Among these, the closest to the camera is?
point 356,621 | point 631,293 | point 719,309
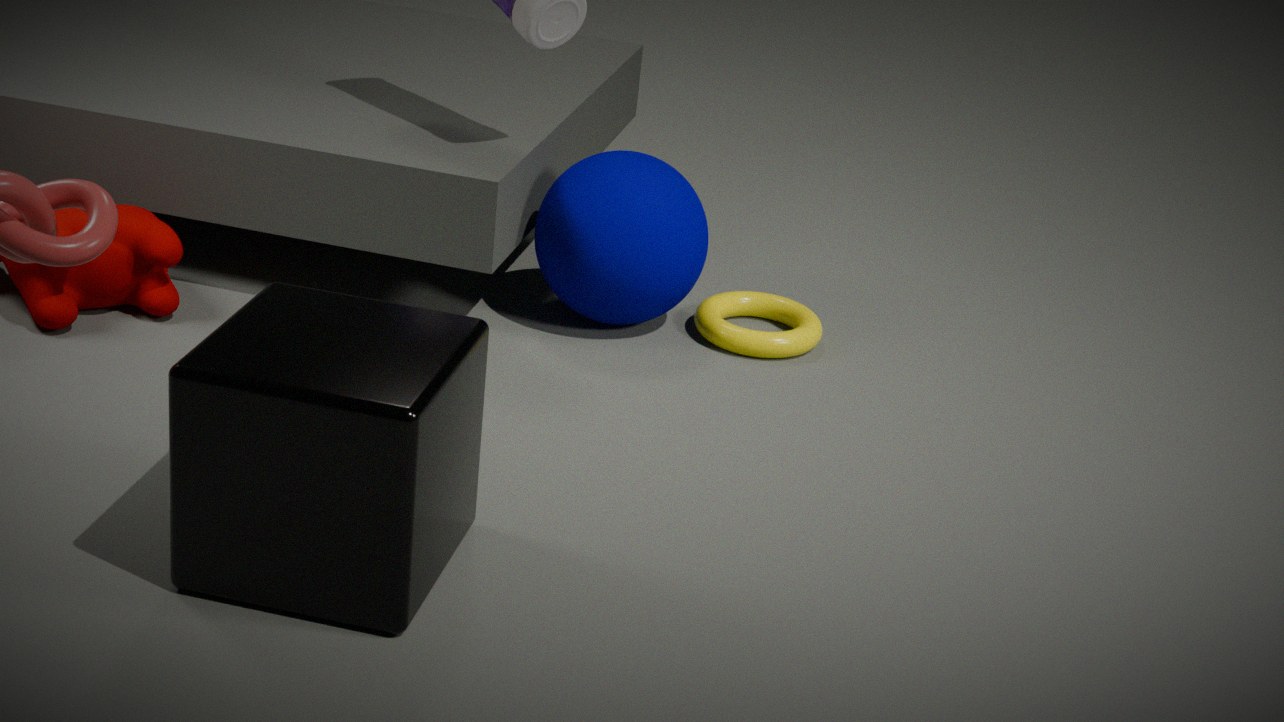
point 356,621
